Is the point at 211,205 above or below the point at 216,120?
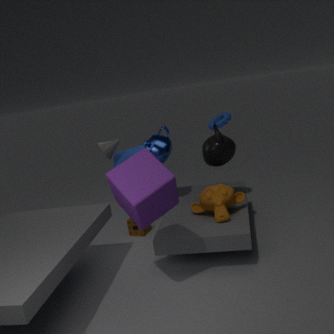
below
